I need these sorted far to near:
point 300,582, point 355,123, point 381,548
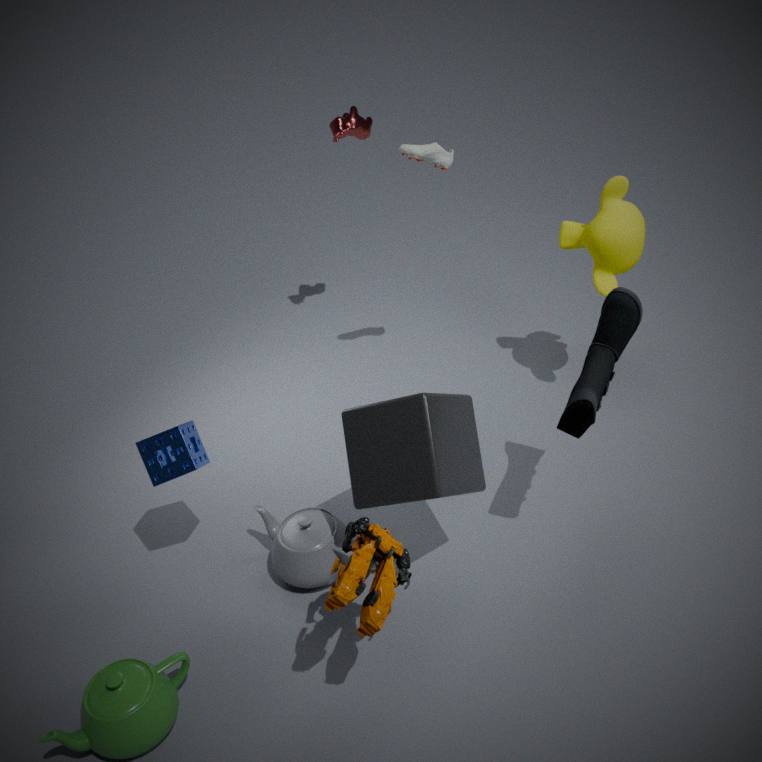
point 355,123 → point 300,582 → point 381,548
